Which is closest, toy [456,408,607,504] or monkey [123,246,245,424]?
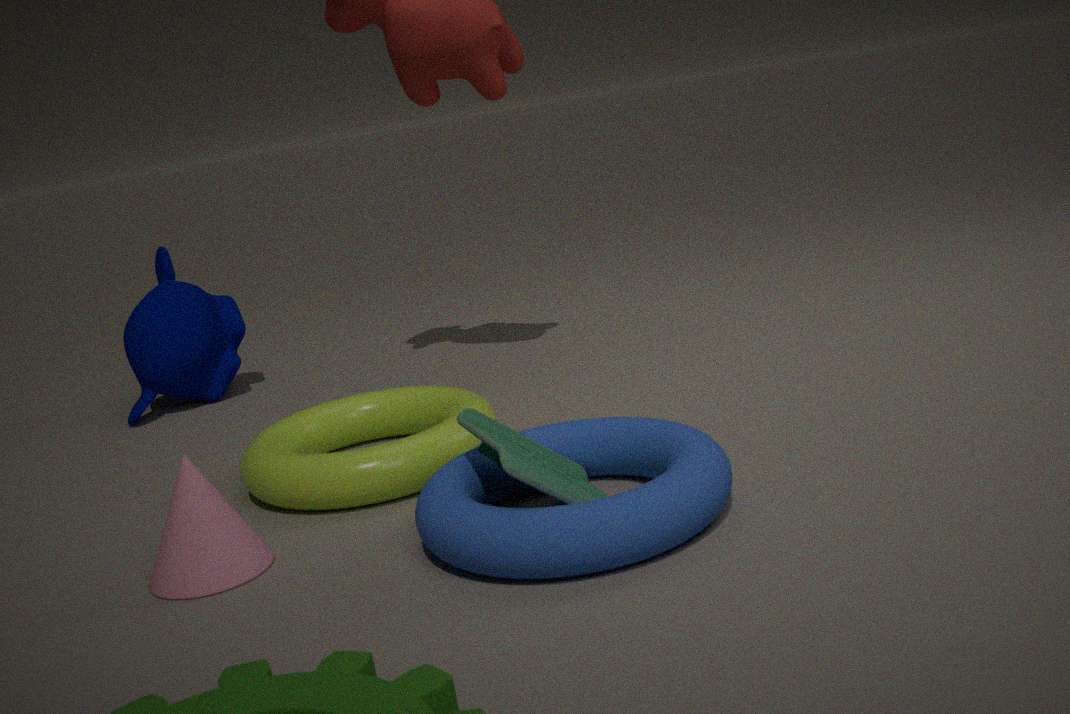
toy [456,408,607,504]
